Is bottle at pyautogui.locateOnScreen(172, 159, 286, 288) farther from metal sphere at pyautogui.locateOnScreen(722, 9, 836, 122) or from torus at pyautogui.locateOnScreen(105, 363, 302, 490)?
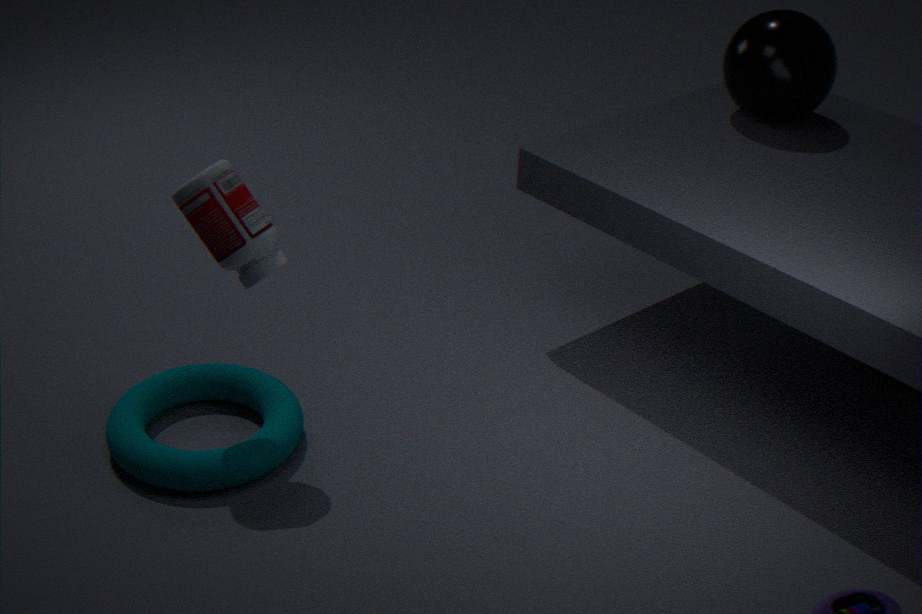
metal sphere at pyautogui.locateOnScreen(722, 9, 836, 122)
